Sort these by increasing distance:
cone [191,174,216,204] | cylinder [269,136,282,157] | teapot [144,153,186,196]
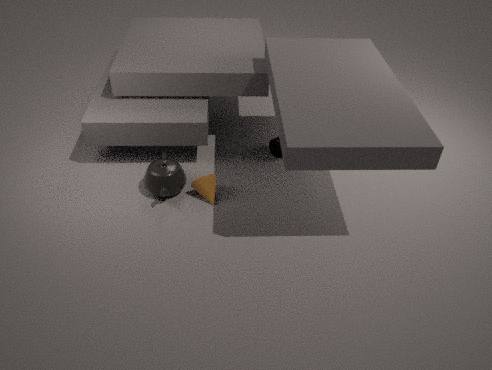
teapot [144,153,186,196] → cone [191,174,216,204] → cylinder [269,136,282,157]
